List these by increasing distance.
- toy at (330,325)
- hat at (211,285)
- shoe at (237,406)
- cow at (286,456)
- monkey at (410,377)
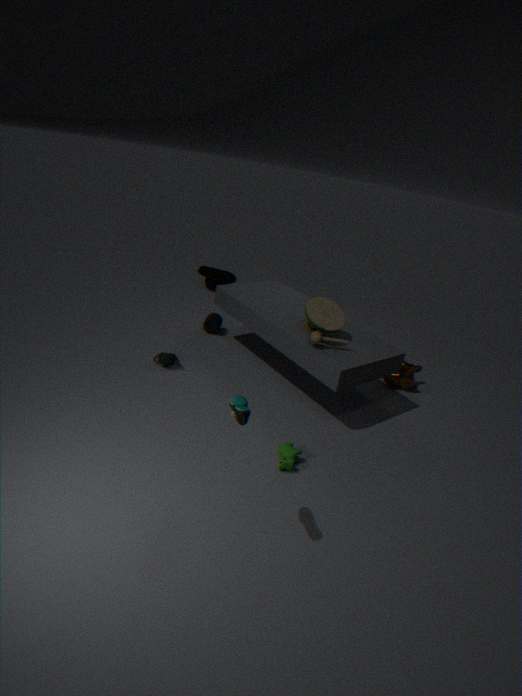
shoe at (237,406) < cow at (286,456) < toy at (330,325) < monkey at (410,377) < hat at (211,285)
